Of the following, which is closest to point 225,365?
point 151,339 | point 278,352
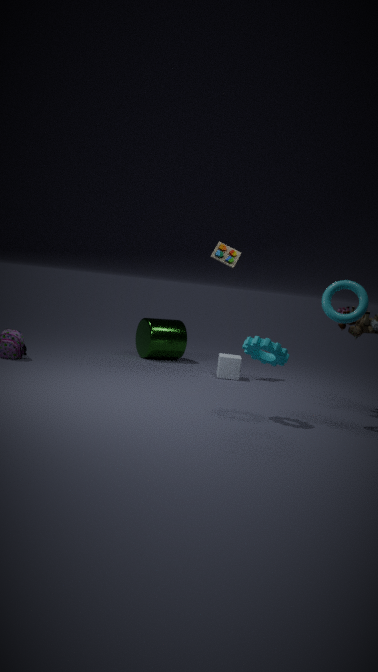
point 151,339
